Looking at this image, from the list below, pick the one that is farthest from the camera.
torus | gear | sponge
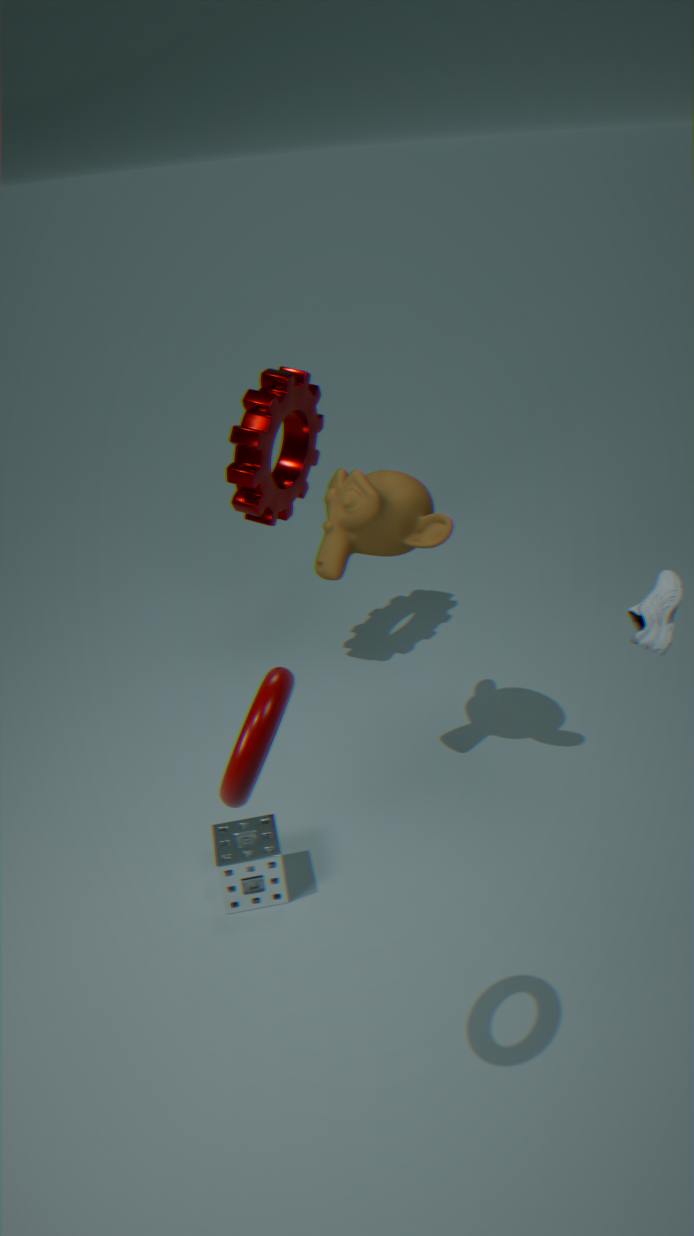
gear
